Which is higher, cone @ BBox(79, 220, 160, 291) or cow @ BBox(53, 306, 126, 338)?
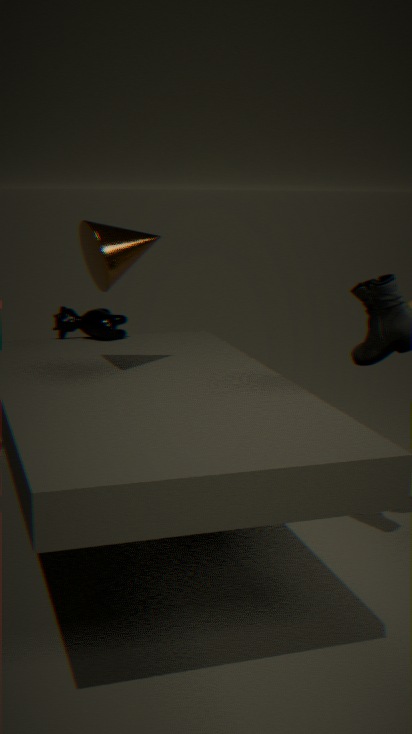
cone @ BBox(79, 220, 160, 291)
